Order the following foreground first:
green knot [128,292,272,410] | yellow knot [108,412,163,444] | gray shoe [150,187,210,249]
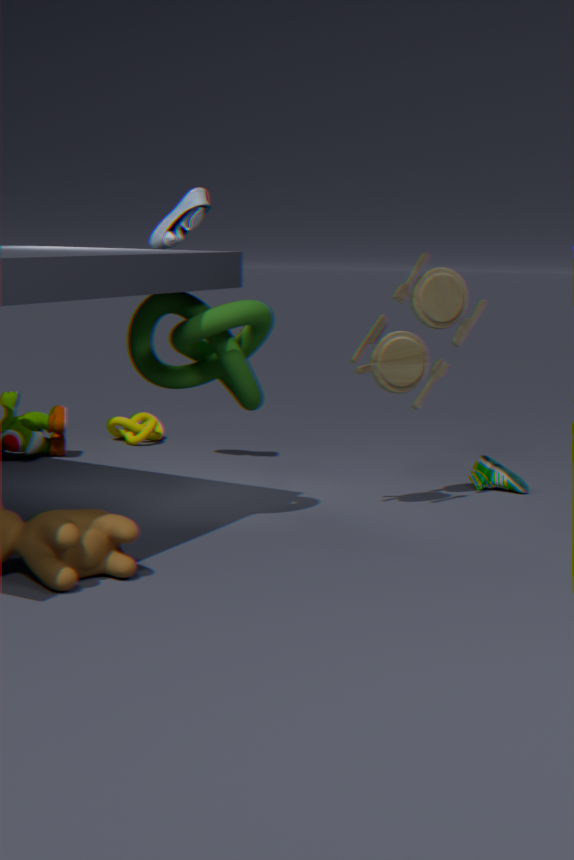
1. green knot [128,292,272,410]
2. gray shoe [150,187,210,249]
3. yellow knot [108,412,163,444]
